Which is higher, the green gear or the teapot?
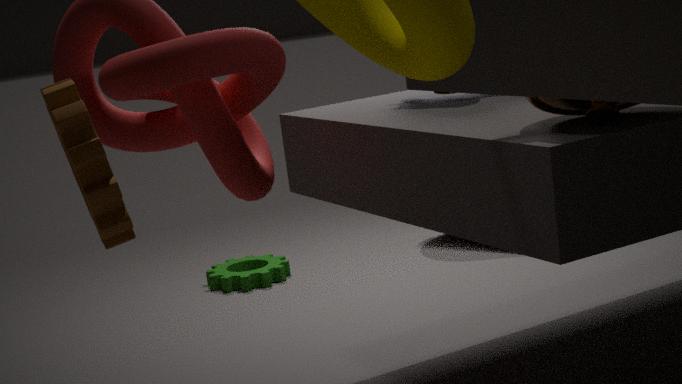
the teapot
